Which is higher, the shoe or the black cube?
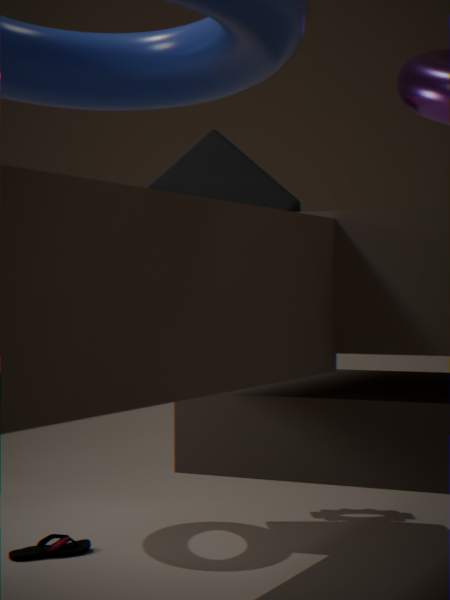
the black cube
